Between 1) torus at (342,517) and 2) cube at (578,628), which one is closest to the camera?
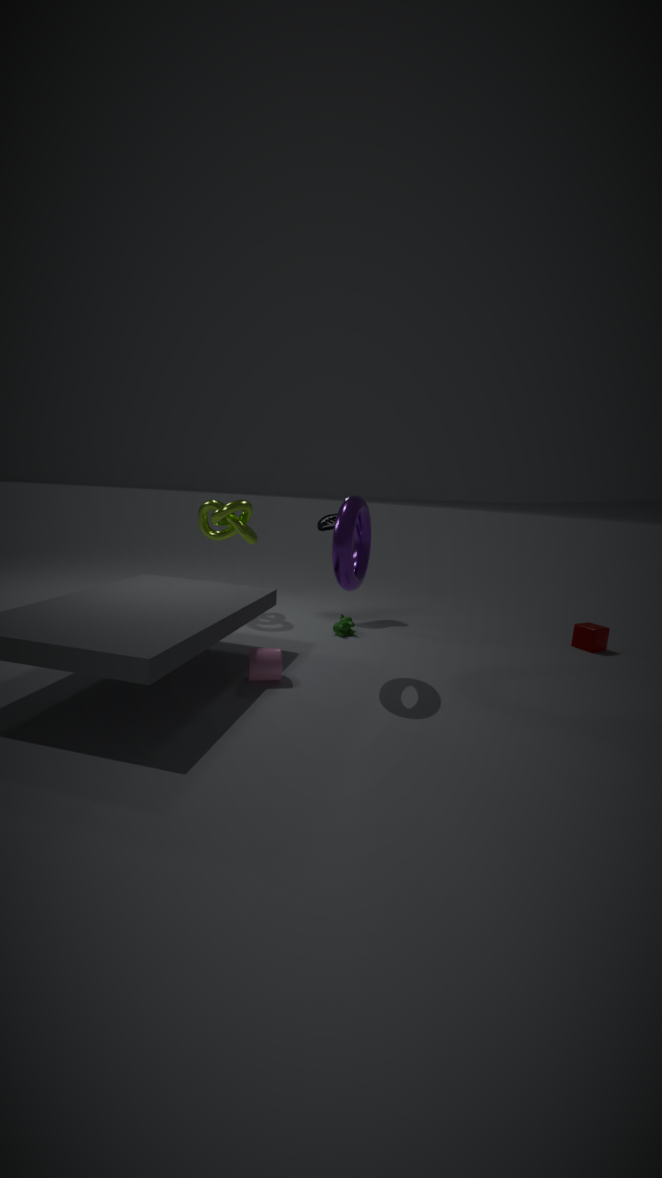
1. torus at (342,517)
